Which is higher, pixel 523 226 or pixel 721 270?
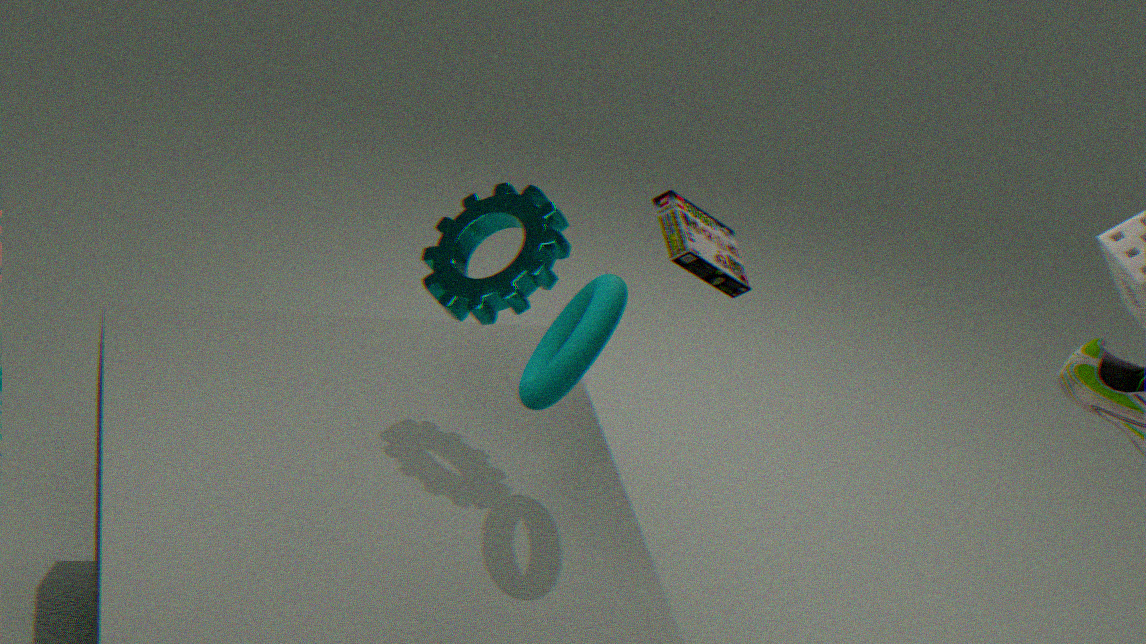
pixel 523 226
